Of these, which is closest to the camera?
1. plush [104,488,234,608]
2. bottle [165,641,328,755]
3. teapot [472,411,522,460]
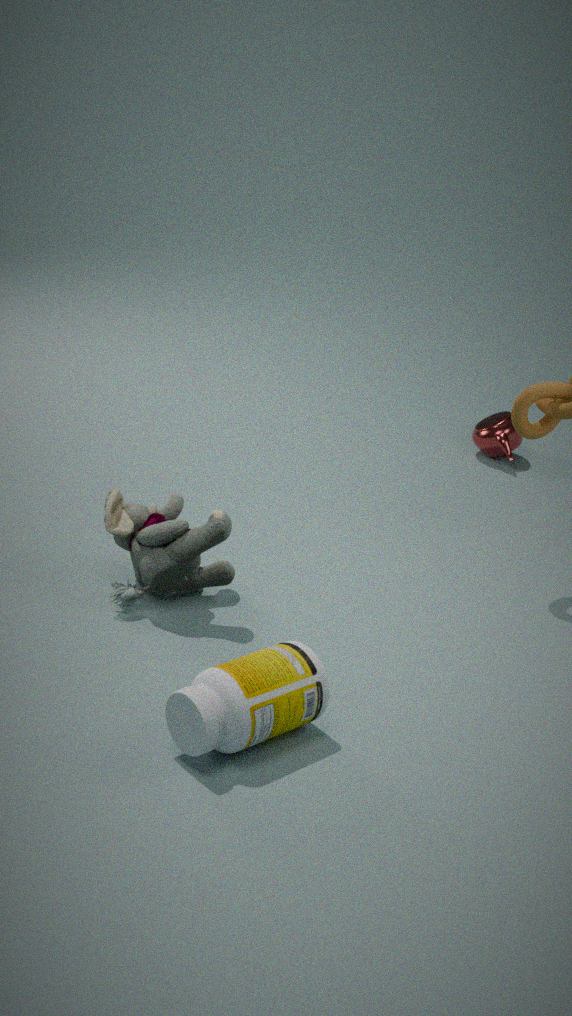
bottle [165,641,328,755]
